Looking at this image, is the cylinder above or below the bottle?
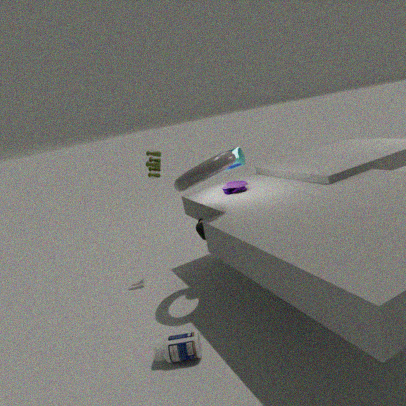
above
